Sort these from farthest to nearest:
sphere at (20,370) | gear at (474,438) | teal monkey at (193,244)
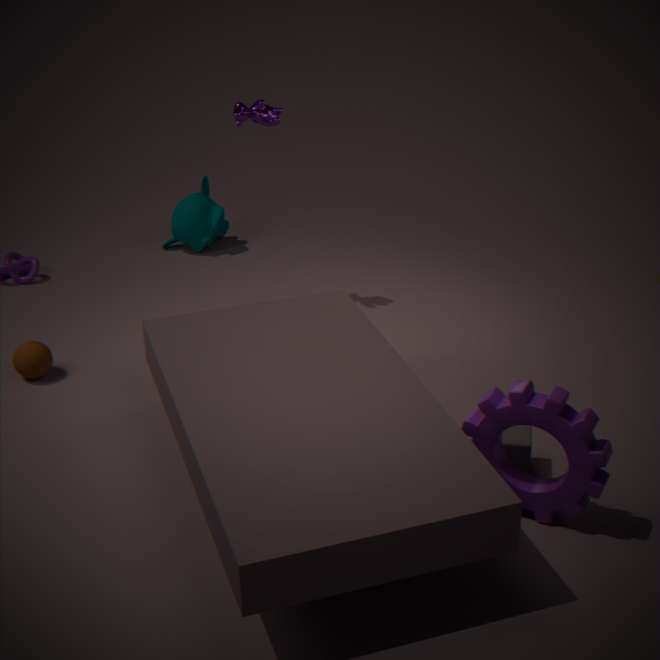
1. teal monkey at (193,244)
2. sphere at (20,370)
3. gear at (474,438)
